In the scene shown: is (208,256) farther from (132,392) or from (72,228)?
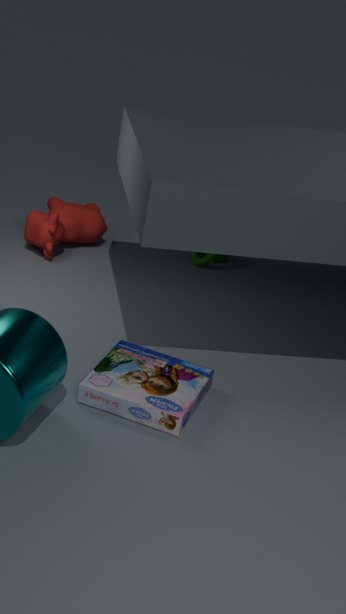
(132,392)
